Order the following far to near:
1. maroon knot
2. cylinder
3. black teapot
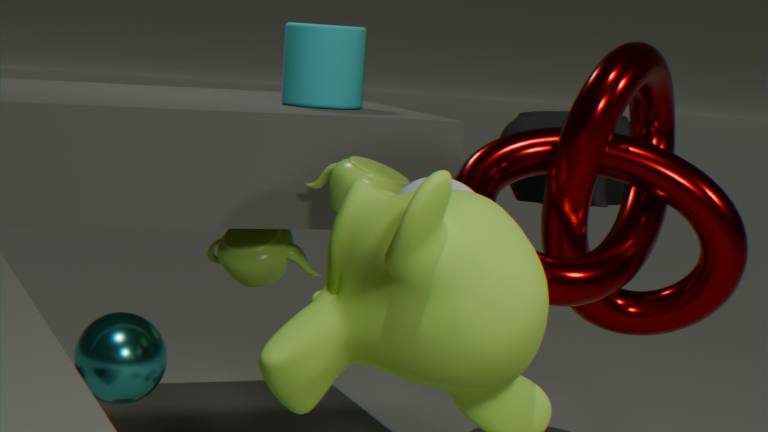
1. cylinder
2. black teapot
3. maroon knot
